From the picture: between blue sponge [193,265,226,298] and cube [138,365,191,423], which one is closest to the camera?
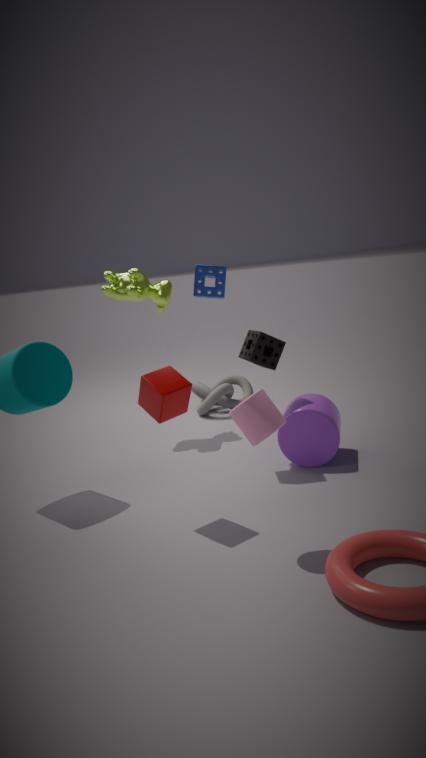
cube [138,365,191,423]
